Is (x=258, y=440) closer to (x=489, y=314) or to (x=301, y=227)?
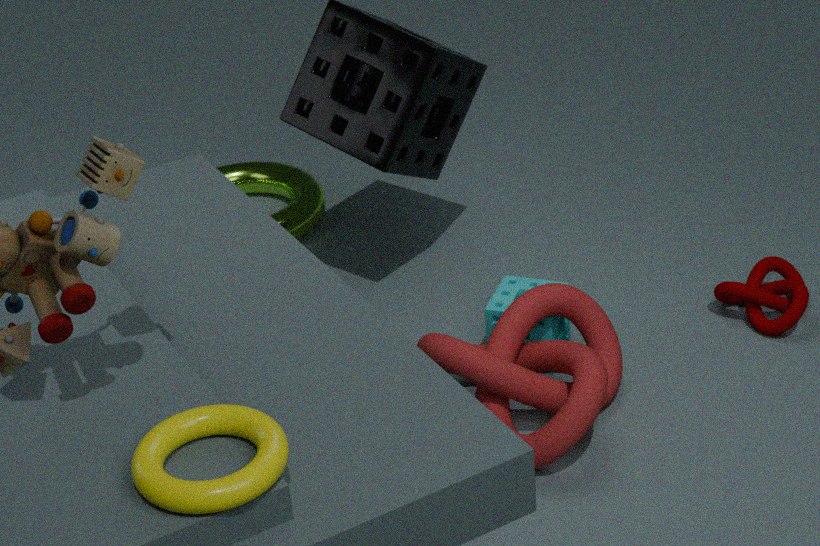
(x=489, y=314)
